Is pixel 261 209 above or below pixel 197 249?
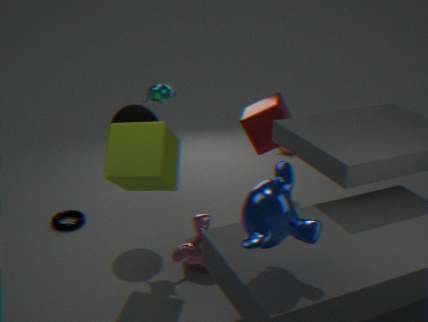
above
